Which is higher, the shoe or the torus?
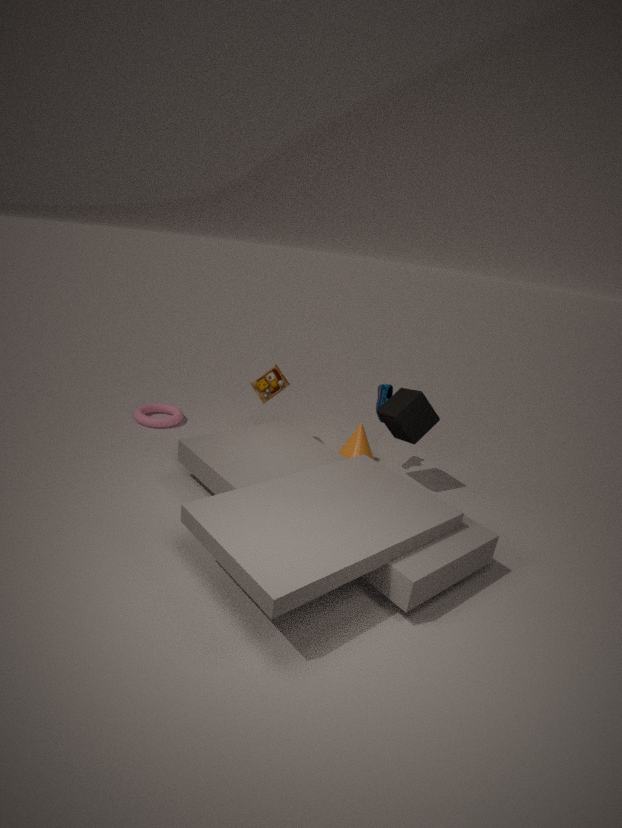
the shoe
